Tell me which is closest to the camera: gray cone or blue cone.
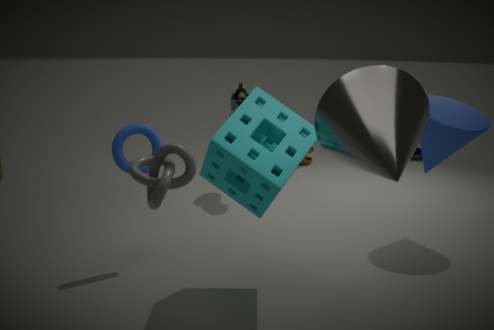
gray cone
